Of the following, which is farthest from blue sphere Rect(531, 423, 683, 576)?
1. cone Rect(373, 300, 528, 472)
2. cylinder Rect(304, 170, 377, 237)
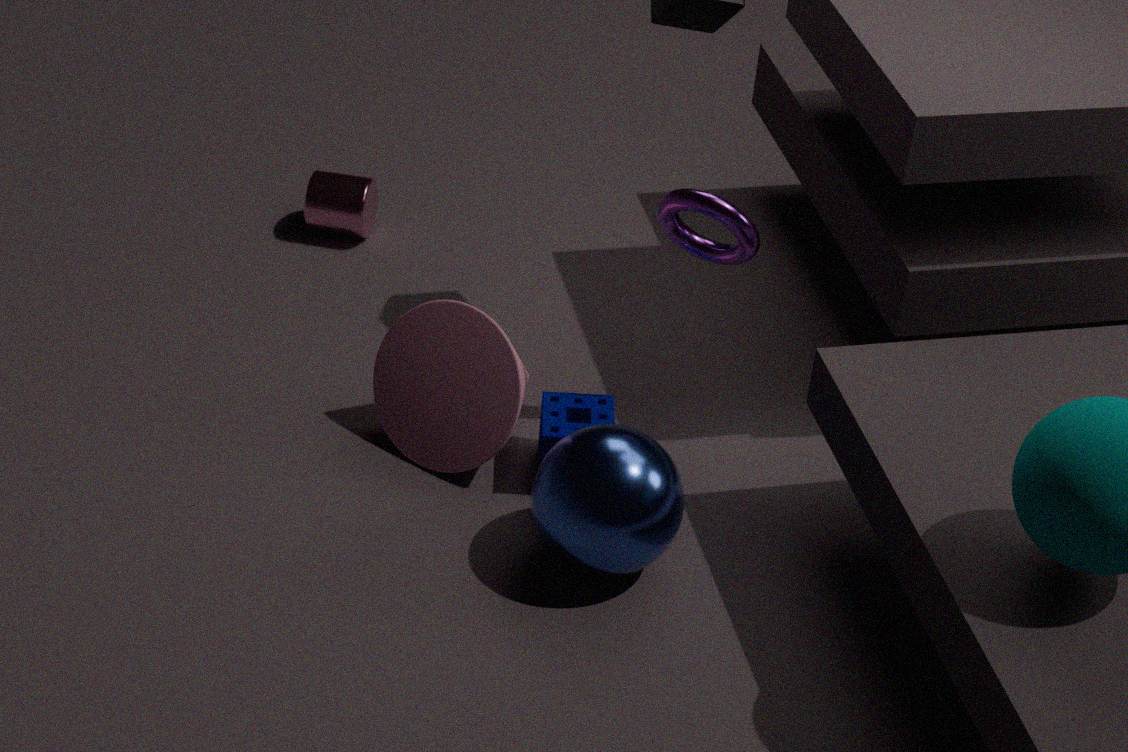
cylinder Rect(304, 170, 377, 237)
